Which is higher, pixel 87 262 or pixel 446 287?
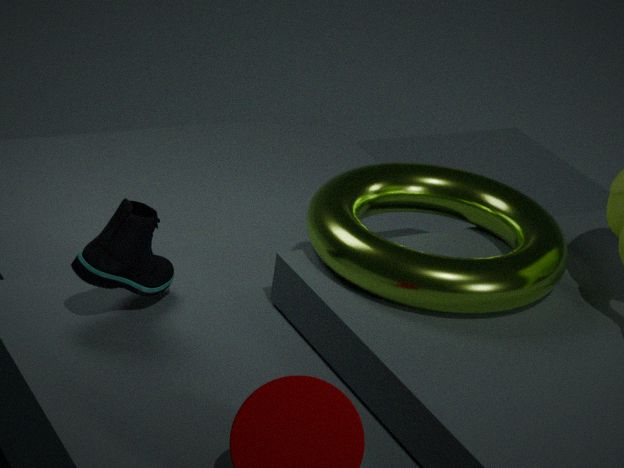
pixel 446 287
